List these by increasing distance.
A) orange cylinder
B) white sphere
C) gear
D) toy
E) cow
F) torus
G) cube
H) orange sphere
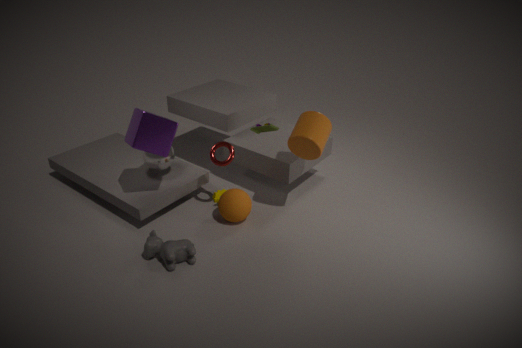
1. toy
2. cow
3. cube
4. orange cylinder
5. orange sphere
6. torus
7. white sphere
8. gear
